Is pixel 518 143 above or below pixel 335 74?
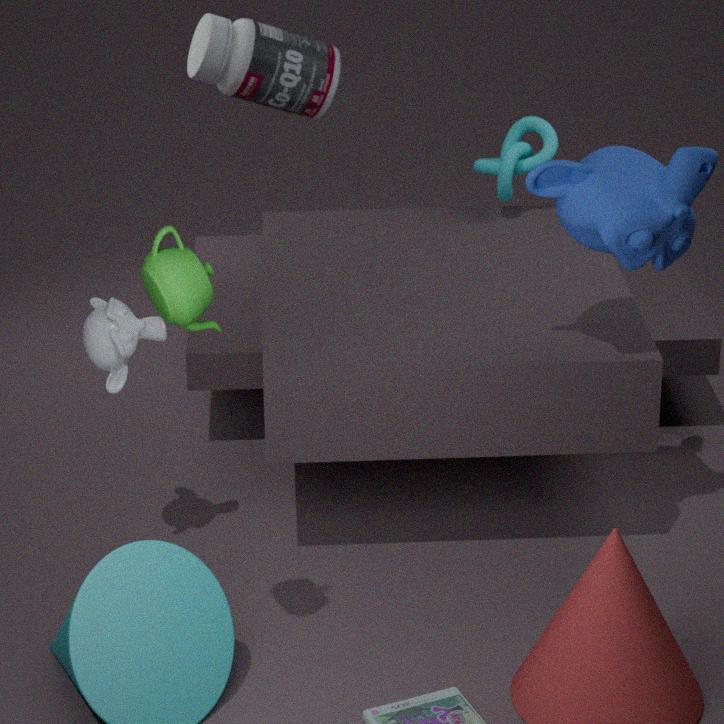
below
